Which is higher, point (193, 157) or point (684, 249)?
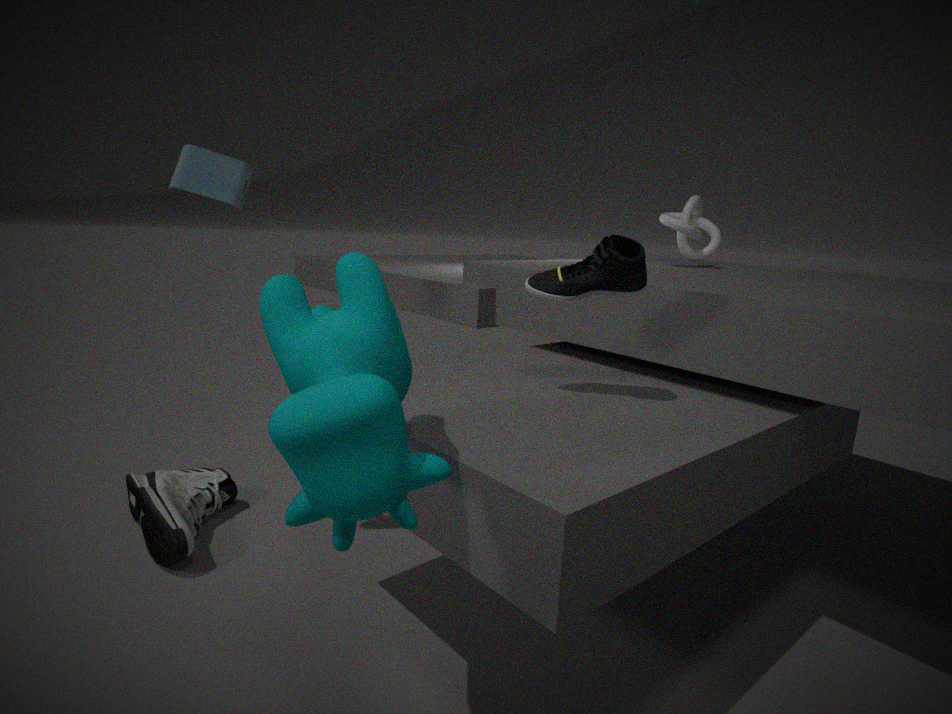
point (193, 157)
